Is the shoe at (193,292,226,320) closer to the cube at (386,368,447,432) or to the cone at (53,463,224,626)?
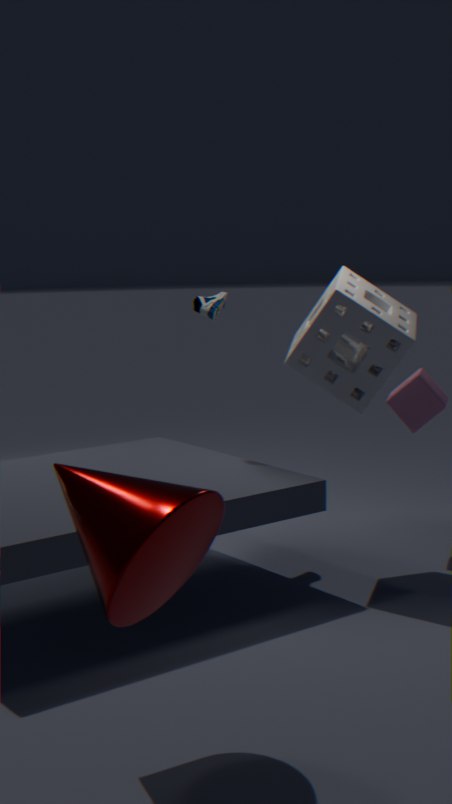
the cube at (386,368,447,432)
